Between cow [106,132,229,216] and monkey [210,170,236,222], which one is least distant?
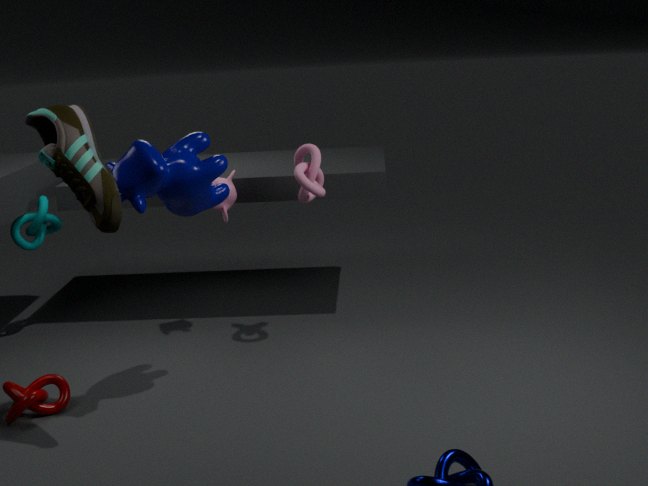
cow [106,132,229,216]
